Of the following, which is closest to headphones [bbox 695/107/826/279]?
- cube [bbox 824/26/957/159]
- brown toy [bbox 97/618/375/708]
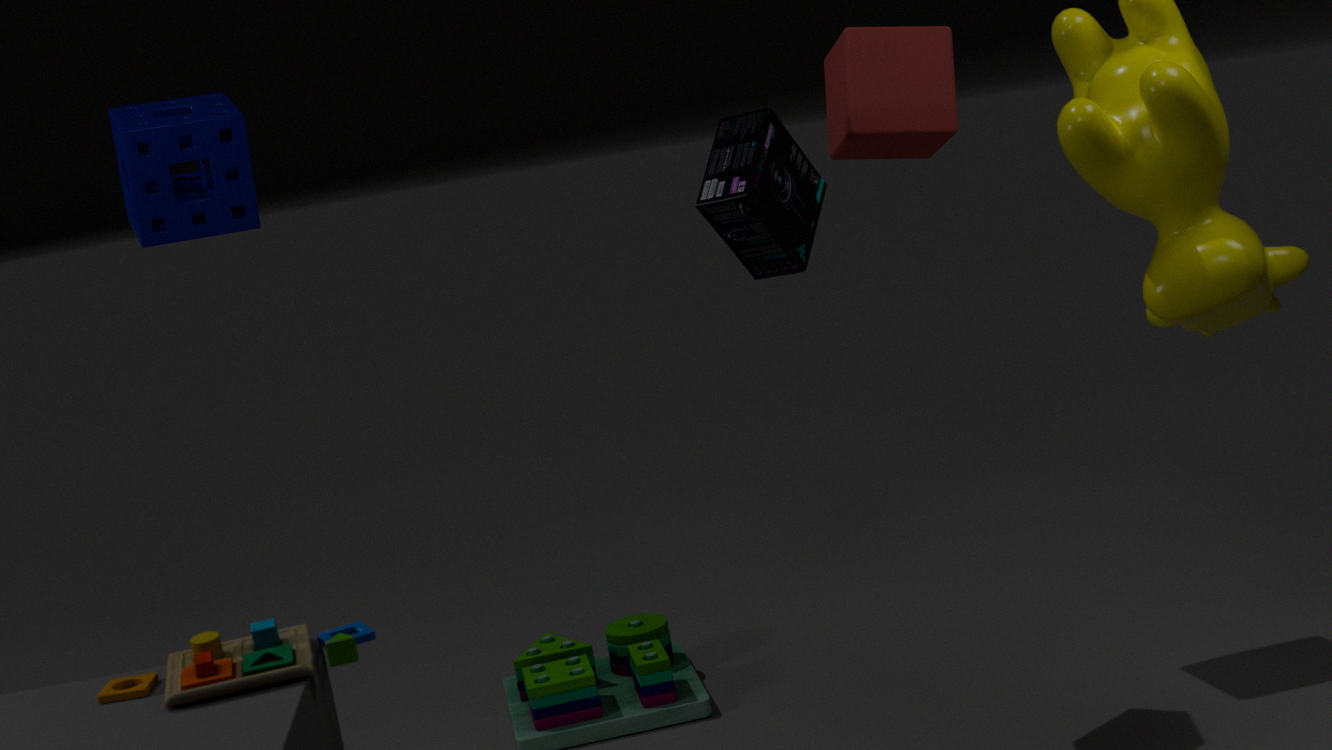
cube [bbox 824/26/957/159]
